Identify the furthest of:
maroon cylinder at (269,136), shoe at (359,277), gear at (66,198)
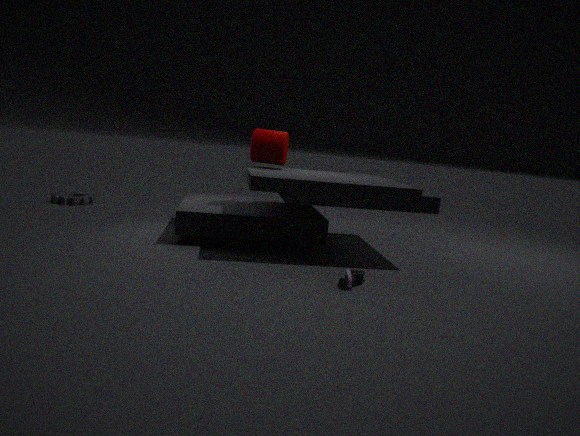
gear at (66,198)
